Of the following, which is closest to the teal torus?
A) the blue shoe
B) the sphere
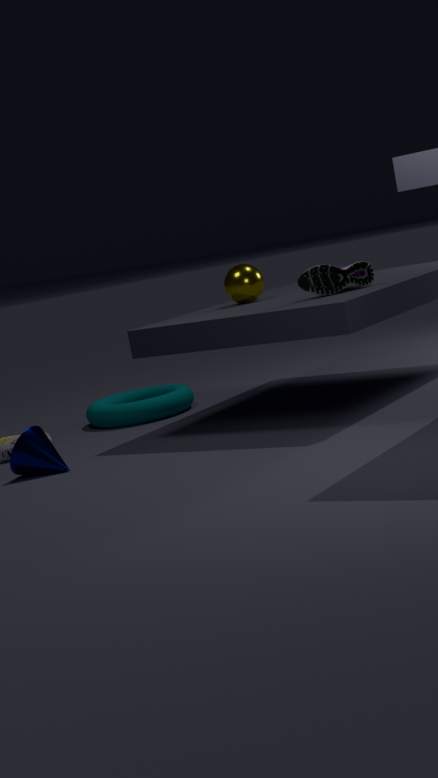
the sphere
